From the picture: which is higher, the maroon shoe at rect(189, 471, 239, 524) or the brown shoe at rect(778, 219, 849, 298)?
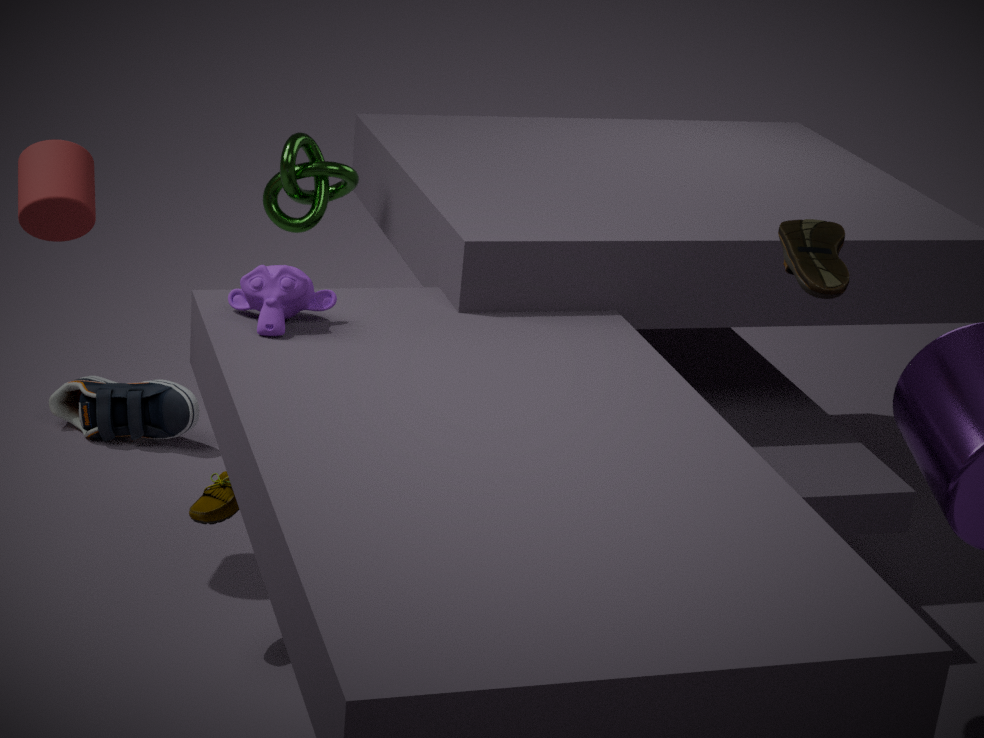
the brown shoe at rect(778, 219, 849, 298)
